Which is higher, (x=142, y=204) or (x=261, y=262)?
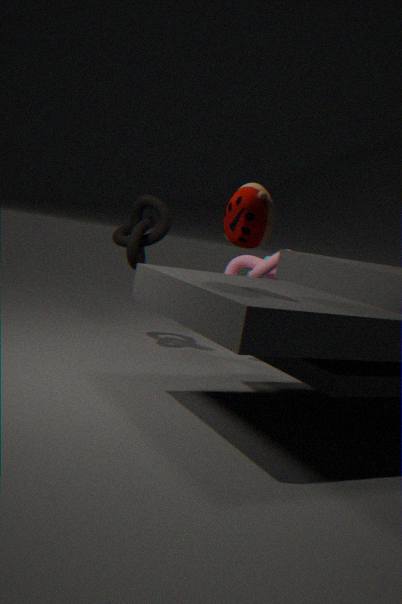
(x=142, y=204)
